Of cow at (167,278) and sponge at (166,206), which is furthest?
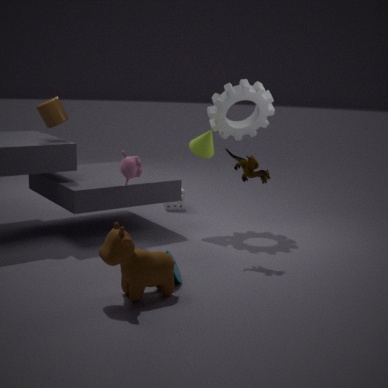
sponge at (166,206)
